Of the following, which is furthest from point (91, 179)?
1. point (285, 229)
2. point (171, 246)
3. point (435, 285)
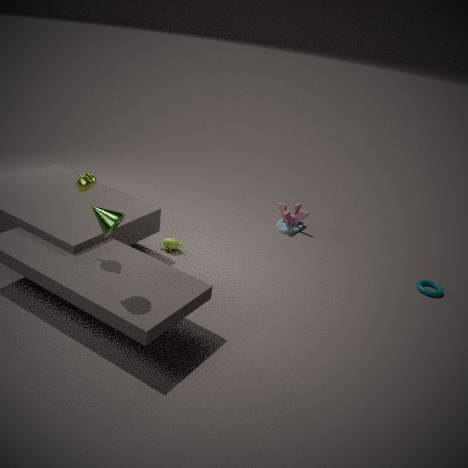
point (435, 285)
